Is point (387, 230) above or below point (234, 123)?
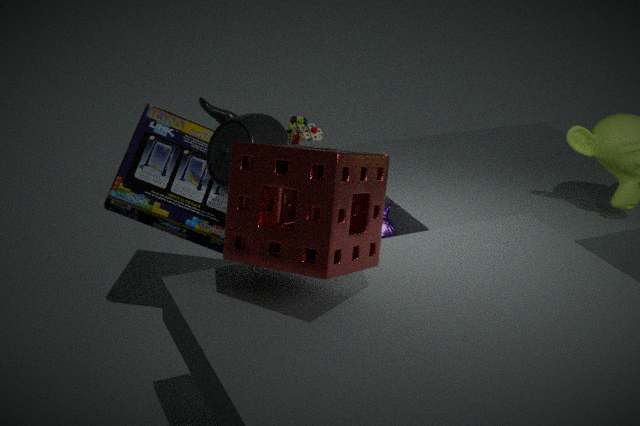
below
